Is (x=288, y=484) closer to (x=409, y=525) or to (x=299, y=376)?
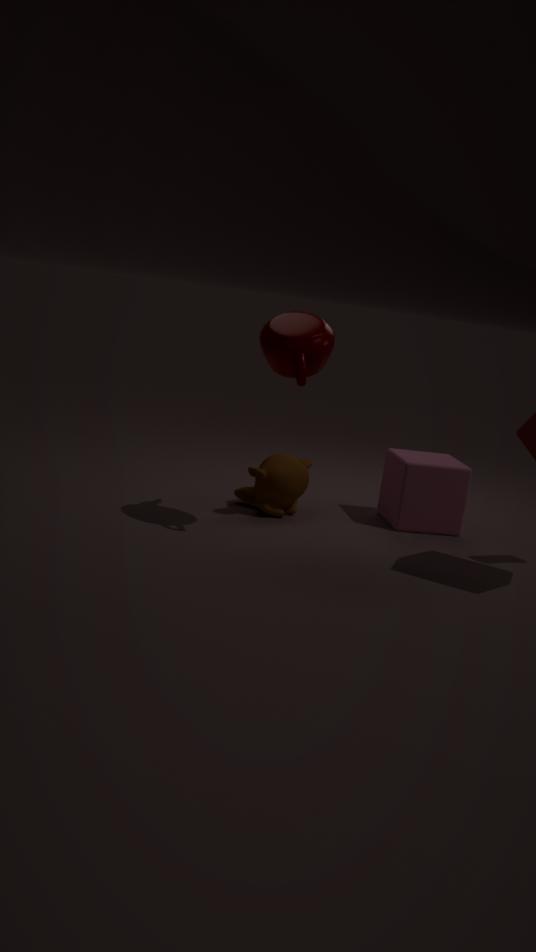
(x=409, y=525)
